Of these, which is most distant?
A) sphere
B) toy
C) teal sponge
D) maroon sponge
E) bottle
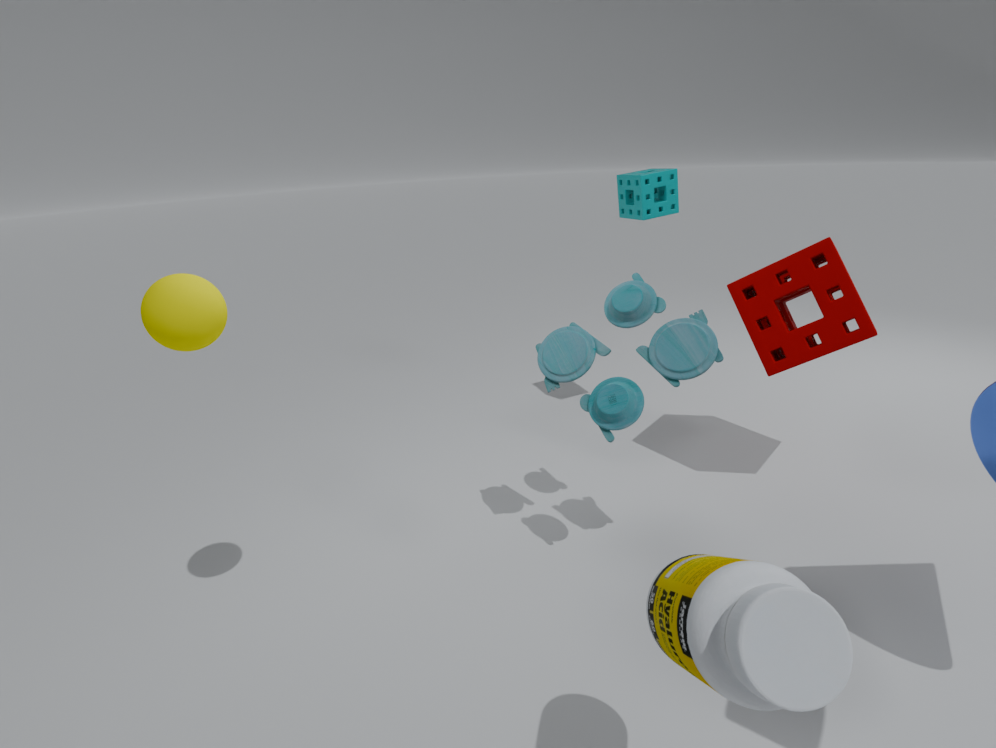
teal sponge
